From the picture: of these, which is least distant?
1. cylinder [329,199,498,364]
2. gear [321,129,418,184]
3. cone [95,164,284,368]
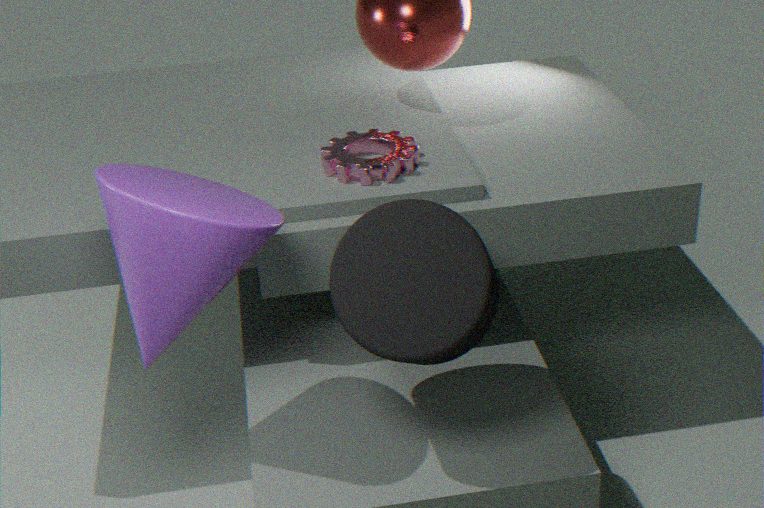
cone [95,164,284,368]
